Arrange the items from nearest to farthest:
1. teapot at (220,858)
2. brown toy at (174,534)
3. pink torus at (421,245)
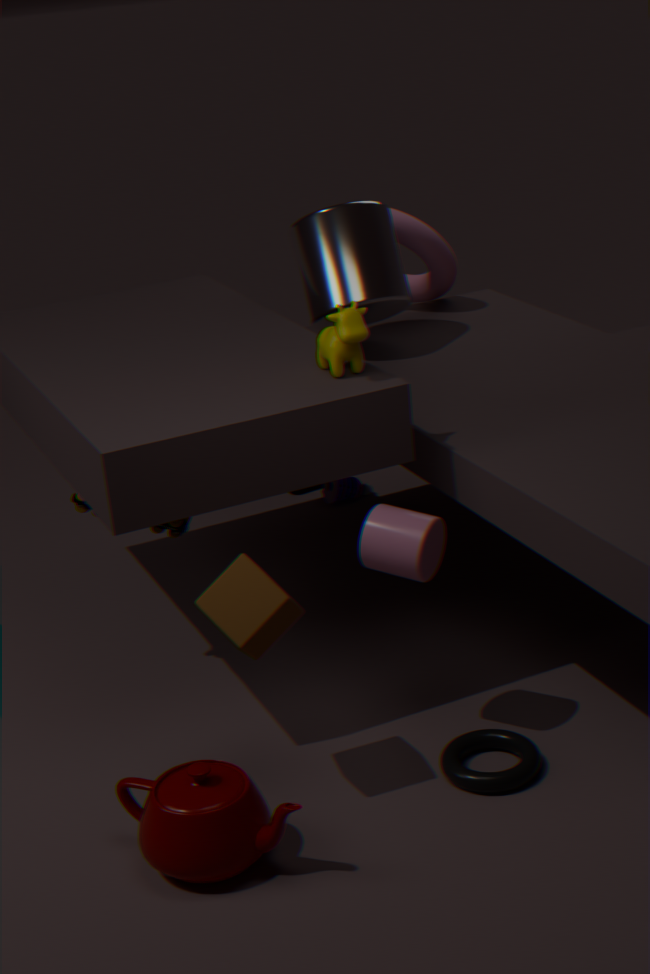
teapot at (220,858), brown toy at (174,534), pink torus at (421,245)
